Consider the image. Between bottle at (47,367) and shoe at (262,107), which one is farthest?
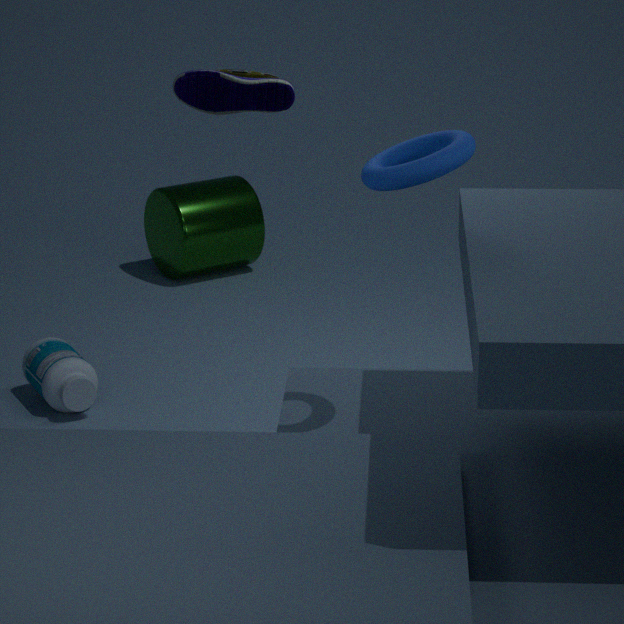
bottle at (47,367)
